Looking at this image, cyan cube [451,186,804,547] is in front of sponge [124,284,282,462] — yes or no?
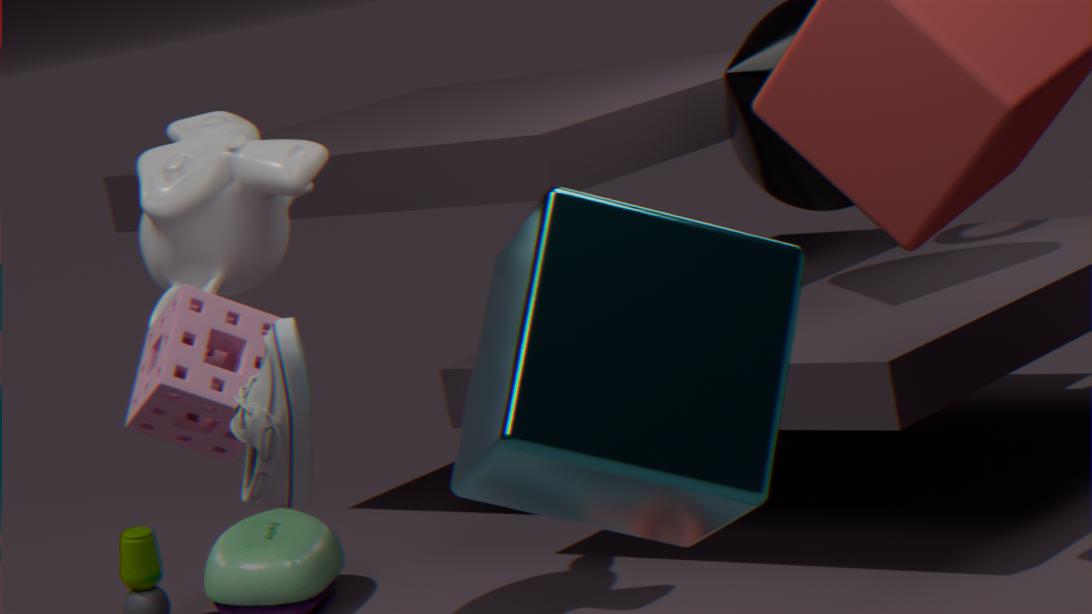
Yes
